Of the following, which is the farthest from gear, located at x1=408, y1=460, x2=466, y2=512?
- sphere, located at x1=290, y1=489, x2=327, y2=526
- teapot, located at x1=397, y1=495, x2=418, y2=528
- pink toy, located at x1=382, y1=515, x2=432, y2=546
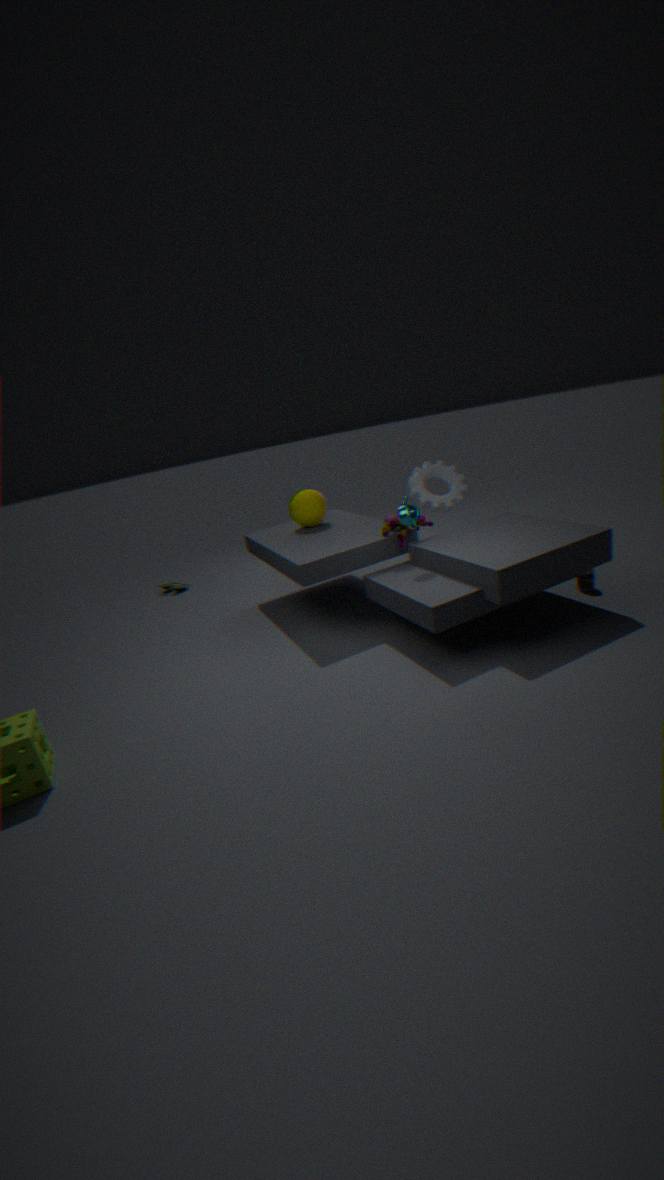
teapot, located at x1=397, y1=495, x2=418, y2=528
